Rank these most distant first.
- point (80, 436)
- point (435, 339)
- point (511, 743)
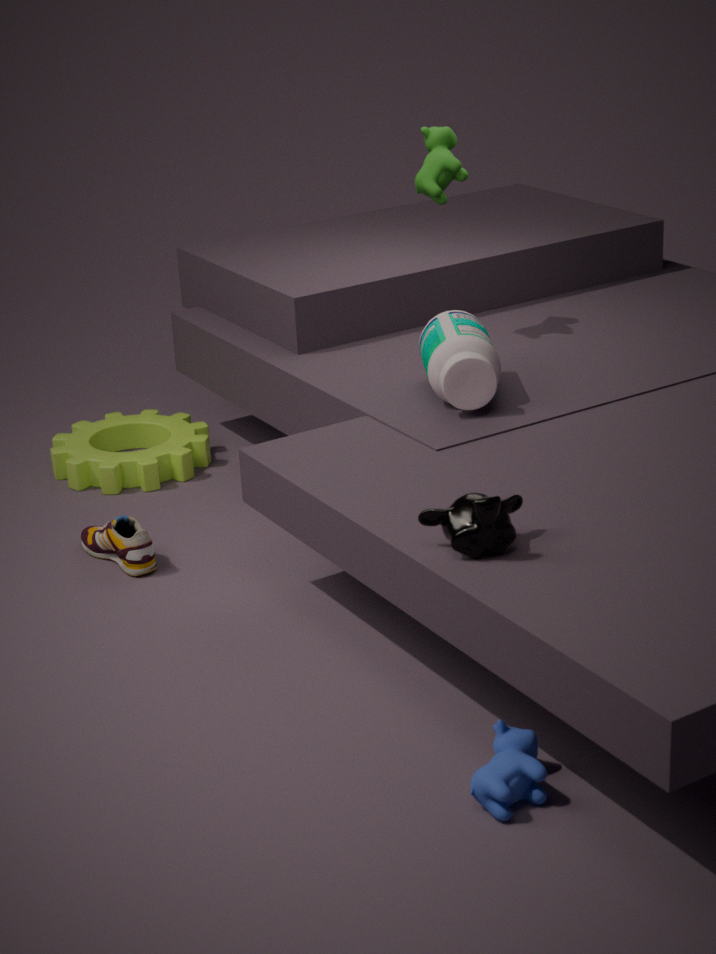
point (80, 436), point (435, 339), point (511, 743)
